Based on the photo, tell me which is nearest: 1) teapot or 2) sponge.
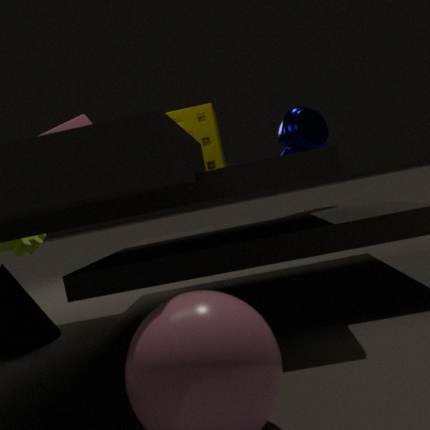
2. sponge
